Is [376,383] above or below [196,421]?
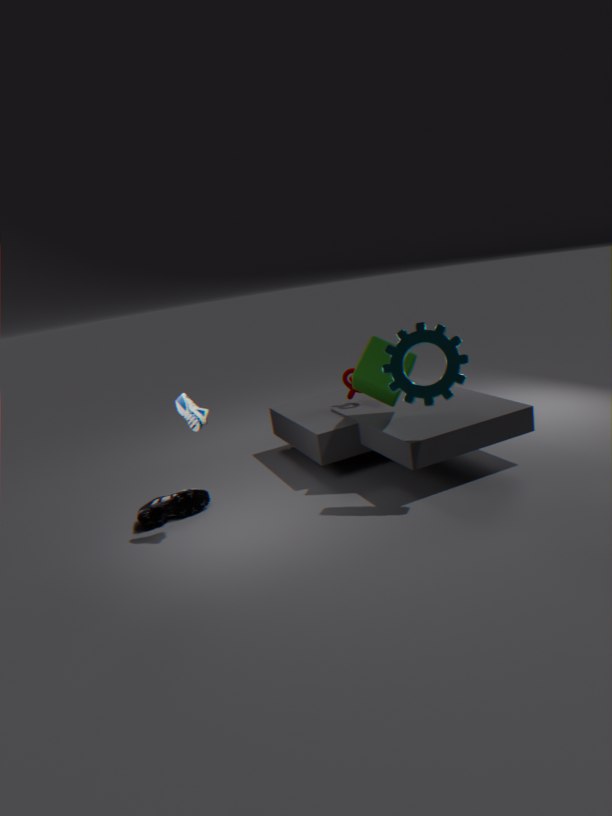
below
